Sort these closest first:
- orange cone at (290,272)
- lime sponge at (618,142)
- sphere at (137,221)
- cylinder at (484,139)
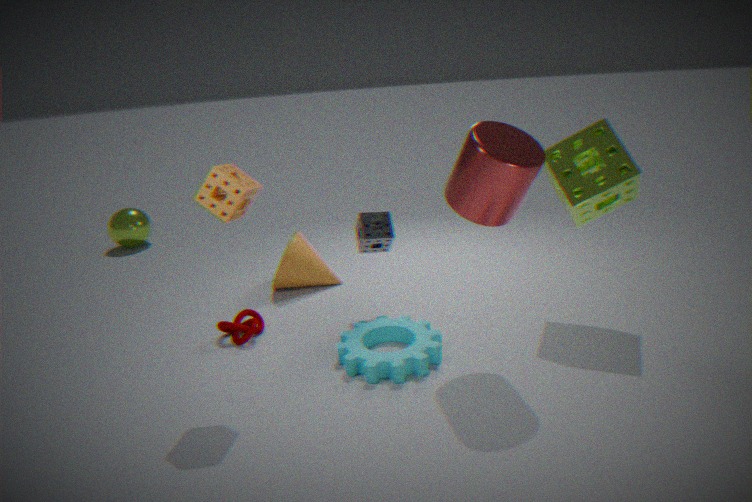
1. cylinder at (484,139)
2. lime sponge at (618,142)
3. orange cone at (290,272)
4. sphere at (137,221)
